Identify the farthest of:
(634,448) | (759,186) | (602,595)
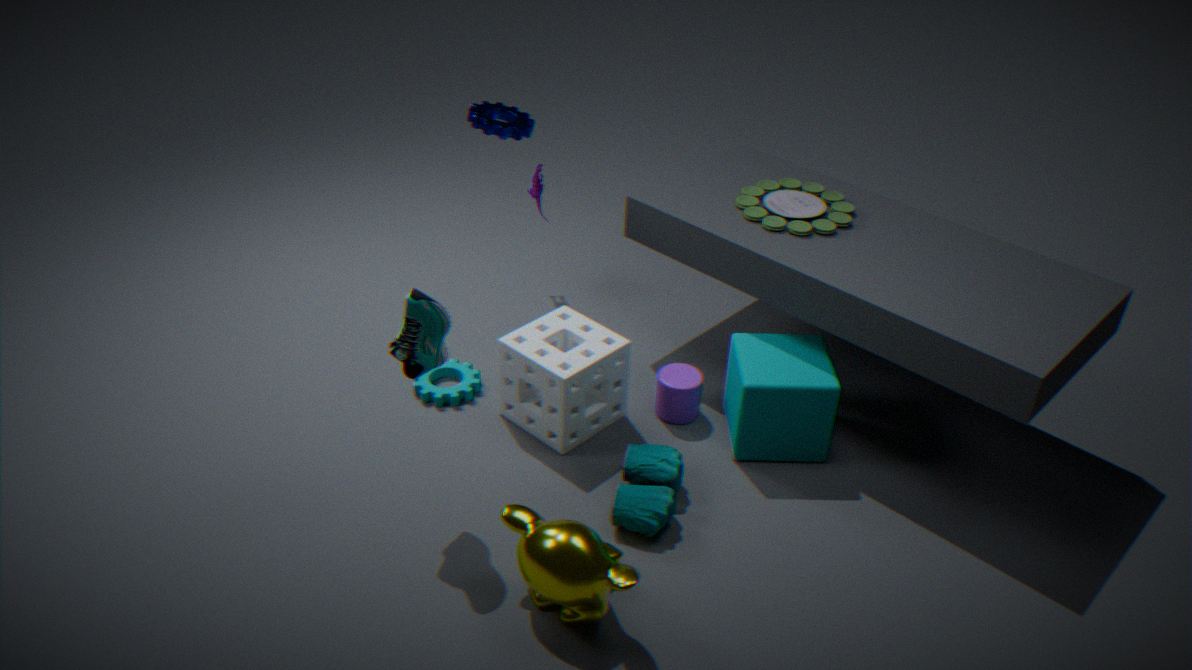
(759,186)
